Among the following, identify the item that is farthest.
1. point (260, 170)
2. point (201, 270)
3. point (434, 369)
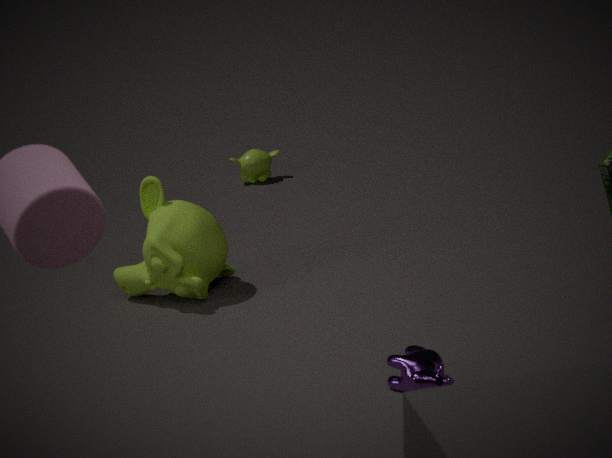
point (260, 170)
